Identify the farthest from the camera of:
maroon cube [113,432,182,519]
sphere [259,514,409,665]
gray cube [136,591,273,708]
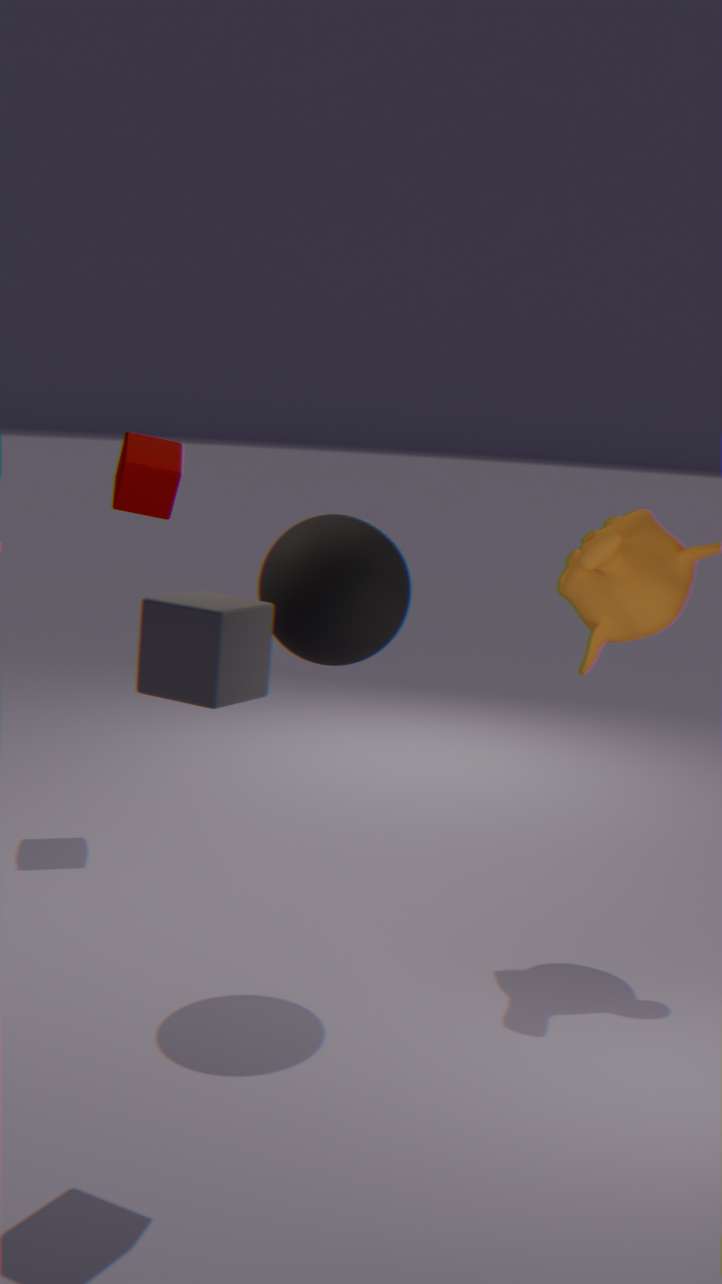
maroon cube [113,432,182,519]
